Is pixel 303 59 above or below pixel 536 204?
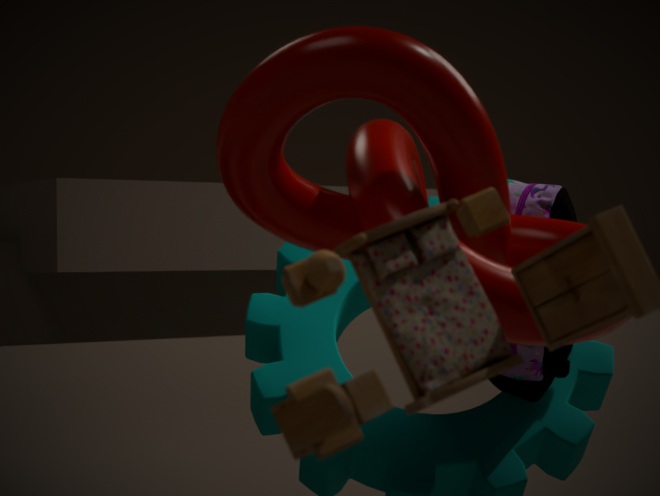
above
